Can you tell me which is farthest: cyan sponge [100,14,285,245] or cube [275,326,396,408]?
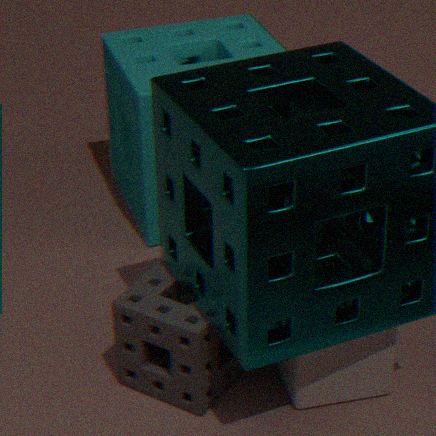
cyan sponge [100,14,285,245]
